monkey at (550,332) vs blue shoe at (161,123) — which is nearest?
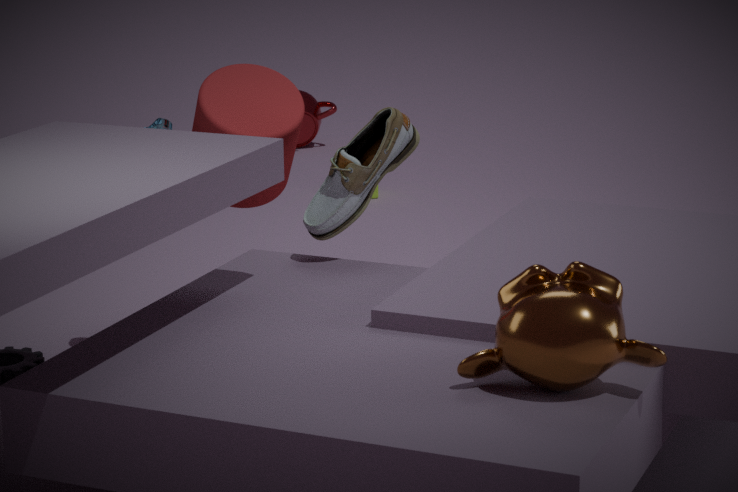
monkey at (550,332)
